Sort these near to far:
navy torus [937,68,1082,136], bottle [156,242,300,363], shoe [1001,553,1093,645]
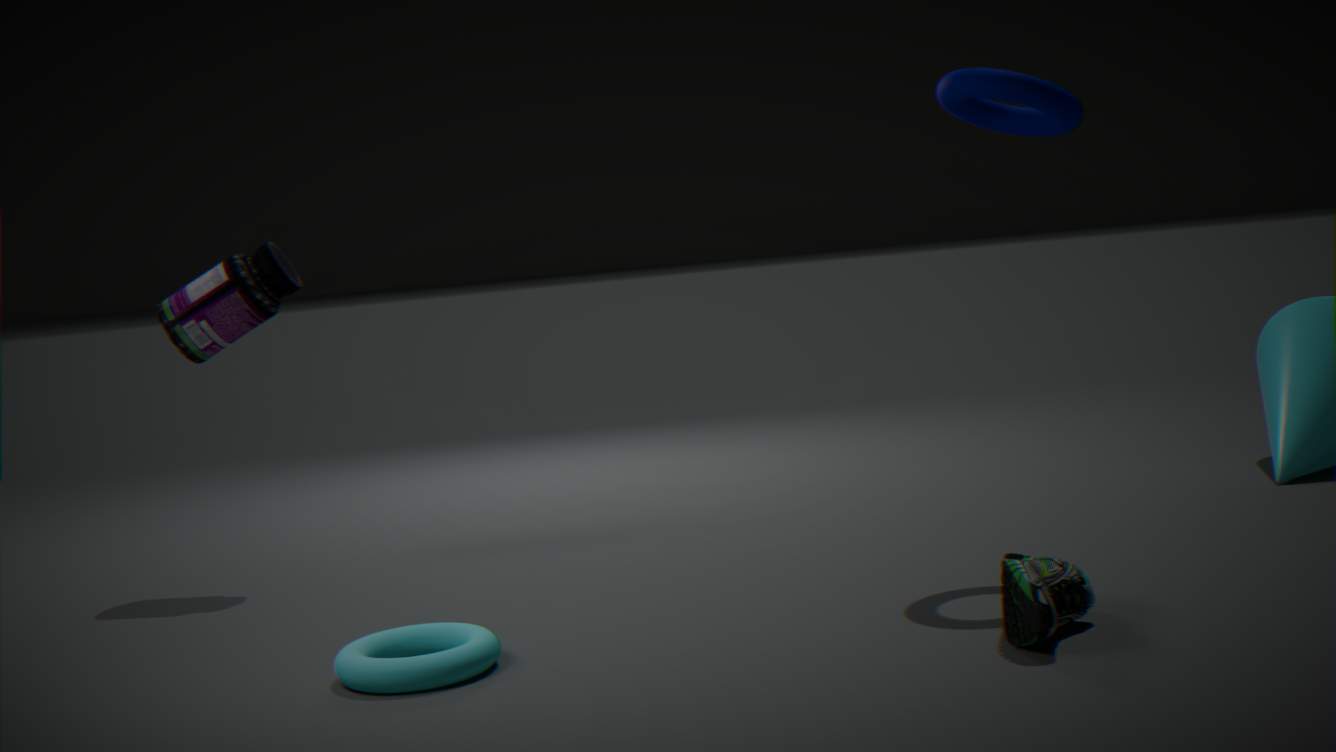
shoe [1001,553,1093,645]
navy torus [937,68,1082,136]
bottle [156,242,300,363]
